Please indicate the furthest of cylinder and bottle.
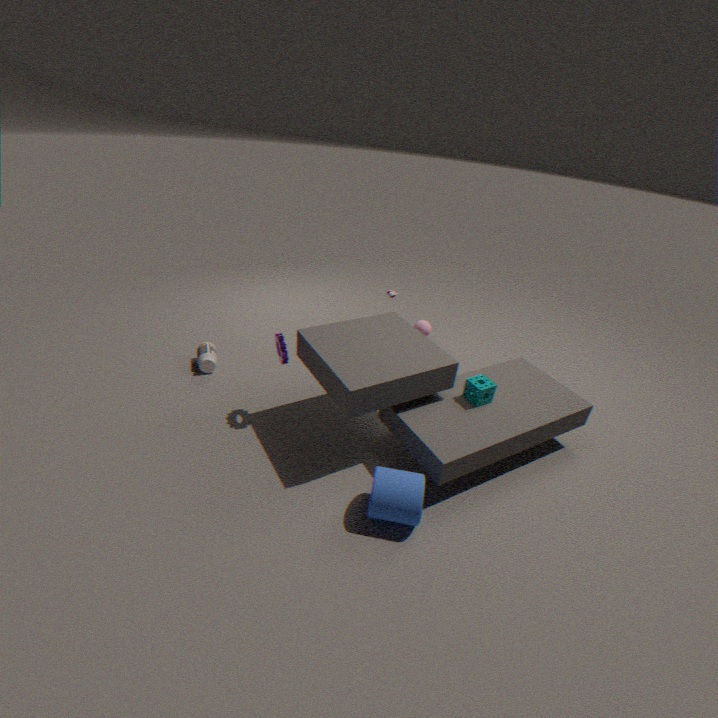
bottle
